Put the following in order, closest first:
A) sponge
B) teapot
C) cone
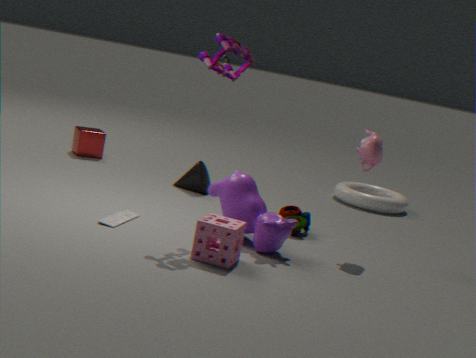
sponge, teapot, cone
